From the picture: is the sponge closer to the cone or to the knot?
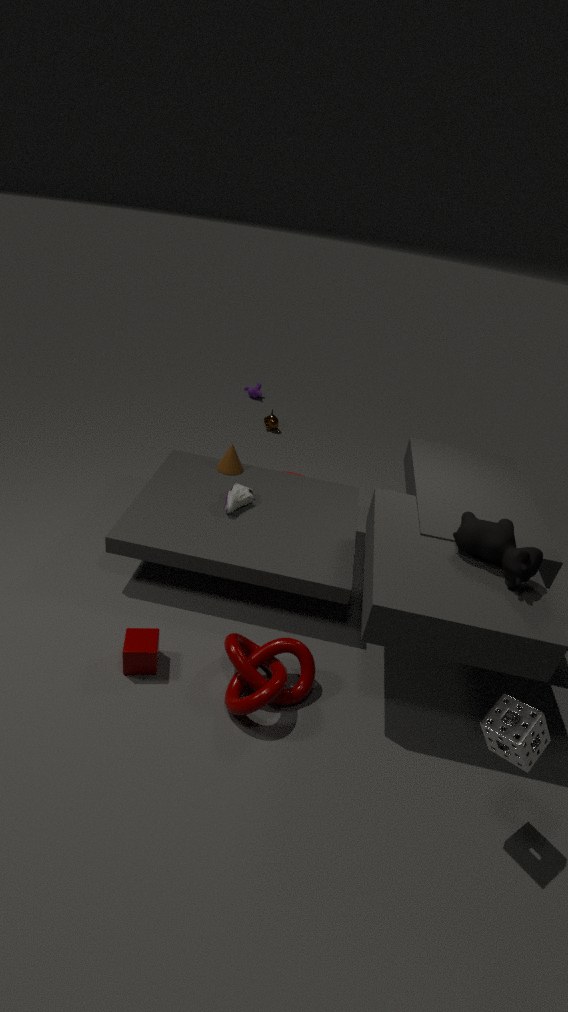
the knot
